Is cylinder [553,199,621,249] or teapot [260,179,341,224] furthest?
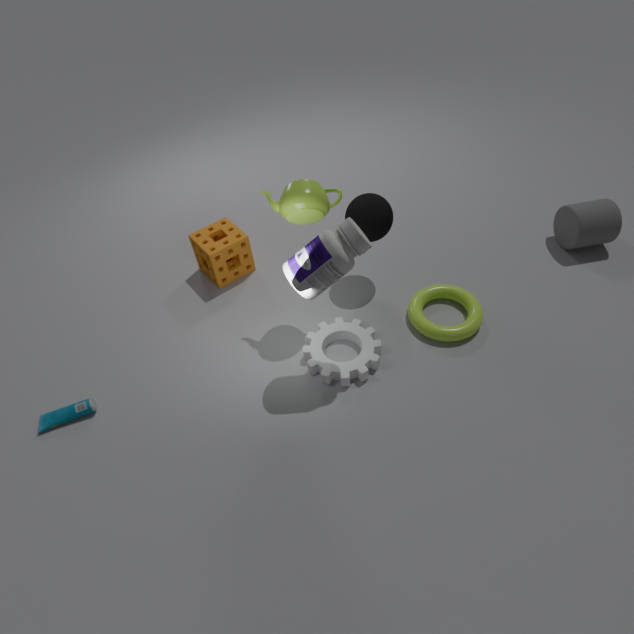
cylinder [553,199,621,249]
